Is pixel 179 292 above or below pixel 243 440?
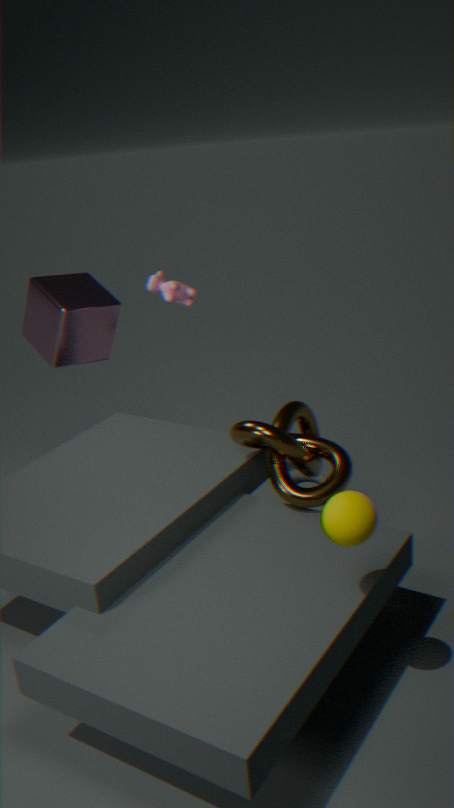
above
